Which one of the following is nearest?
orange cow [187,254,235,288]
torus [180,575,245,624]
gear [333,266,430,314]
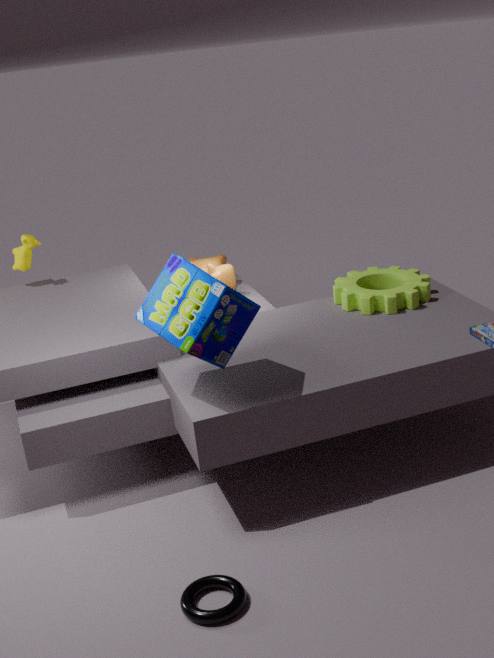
torus [180,575,245,624]
